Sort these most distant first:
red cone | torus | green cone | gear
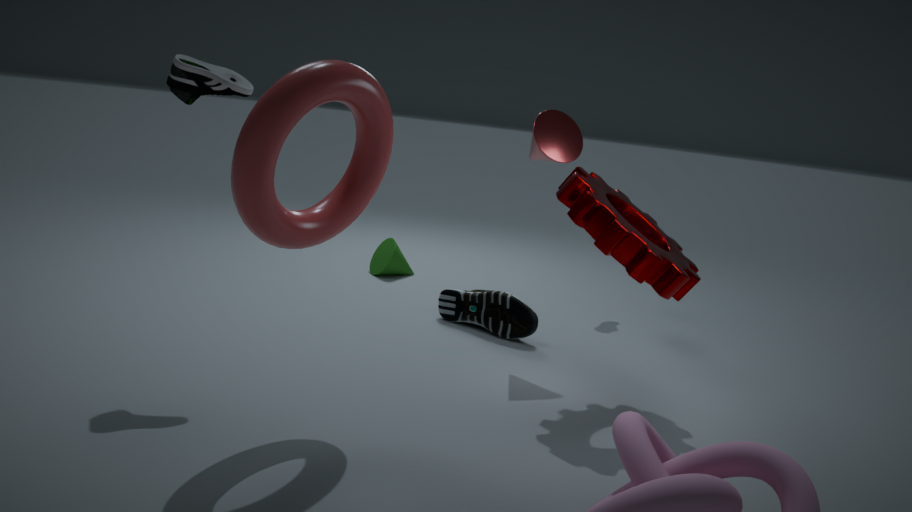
green cone → red cone → gear → torus
